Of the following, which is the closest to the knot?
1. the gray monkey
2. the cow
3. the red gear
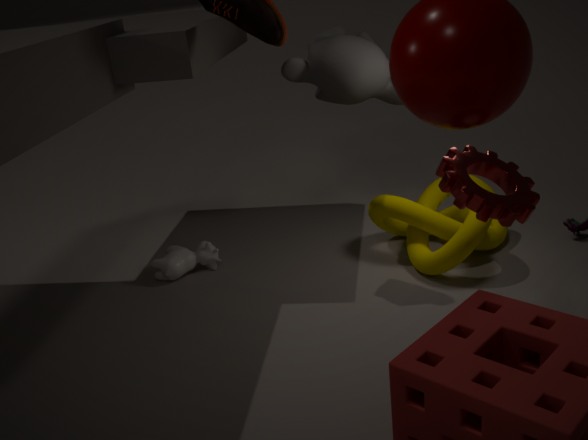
the gray monkey
